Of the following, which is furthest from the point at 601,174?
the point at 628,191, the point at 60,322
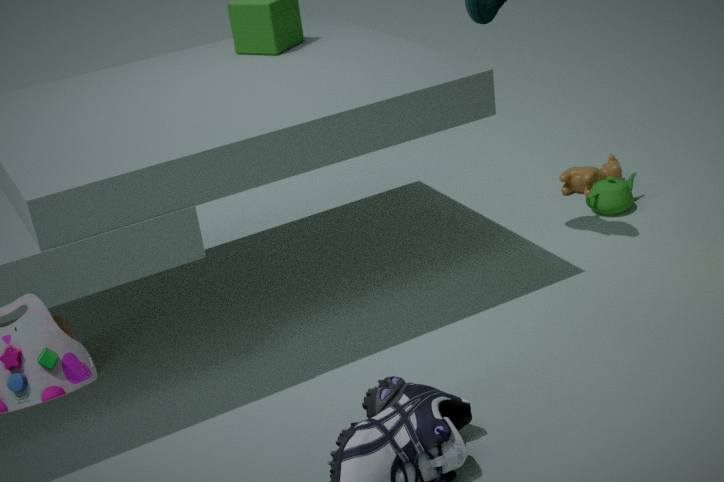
the point at 60,322
